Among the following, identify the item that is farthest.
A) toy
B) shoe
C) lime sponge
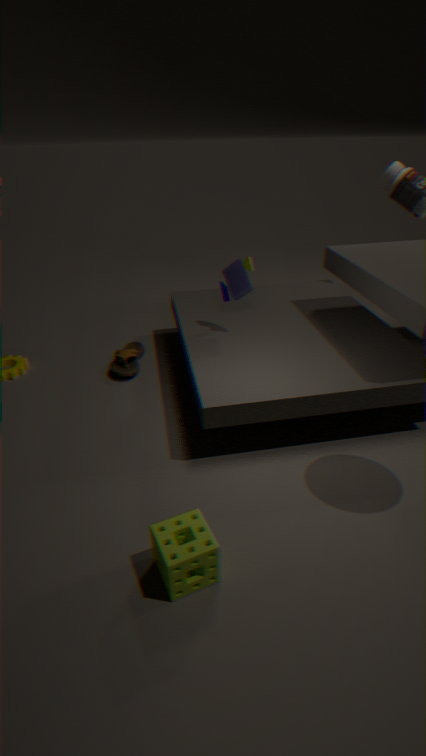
shoe
